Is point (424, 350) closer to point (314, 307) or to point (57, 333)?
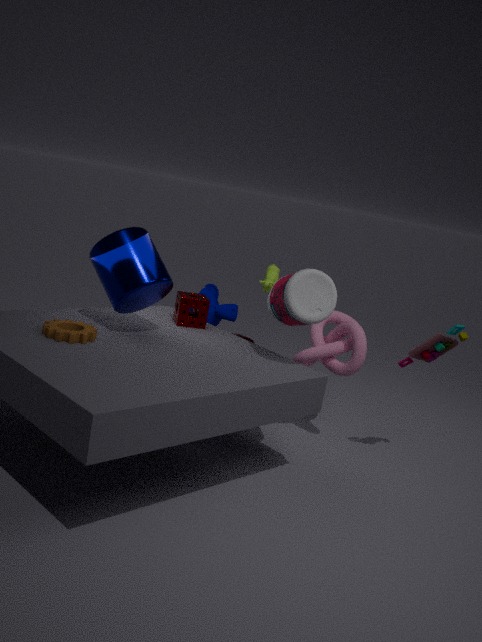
point (314, 307)
